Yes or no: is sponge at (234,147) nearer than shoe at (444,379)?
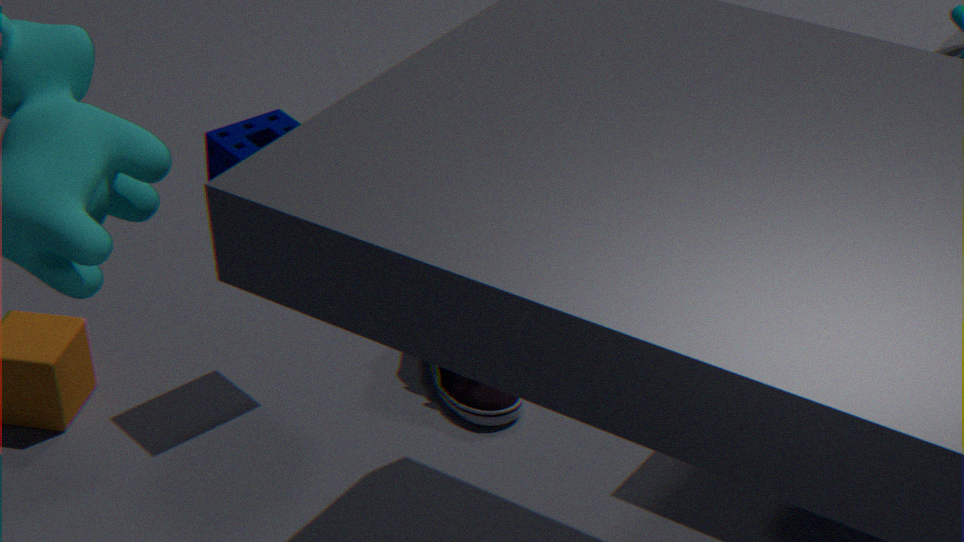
Yes
